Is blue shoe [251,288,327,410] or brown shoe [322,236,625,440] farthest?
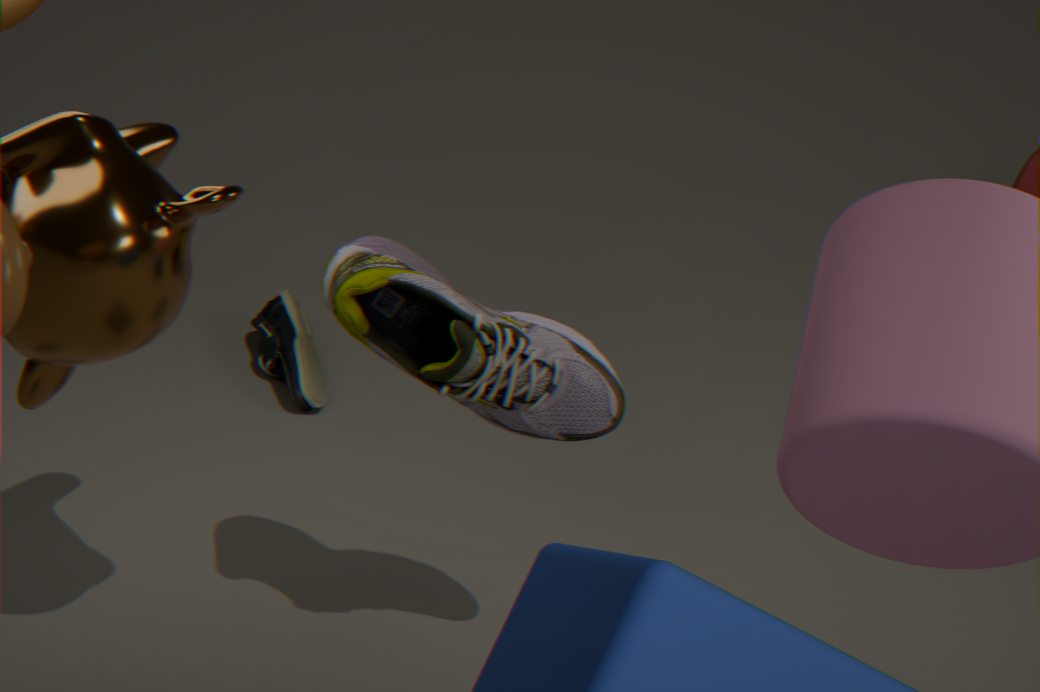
blue shoe [251,288,327,410]
